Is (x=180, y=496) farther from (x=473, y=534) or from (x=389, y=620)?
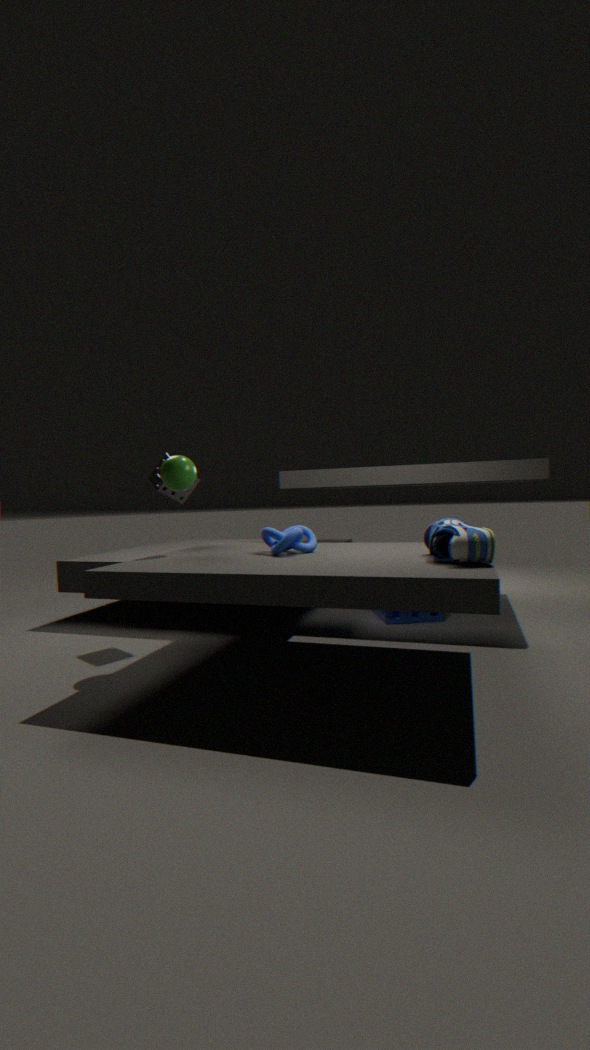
(x=473, y=534)
